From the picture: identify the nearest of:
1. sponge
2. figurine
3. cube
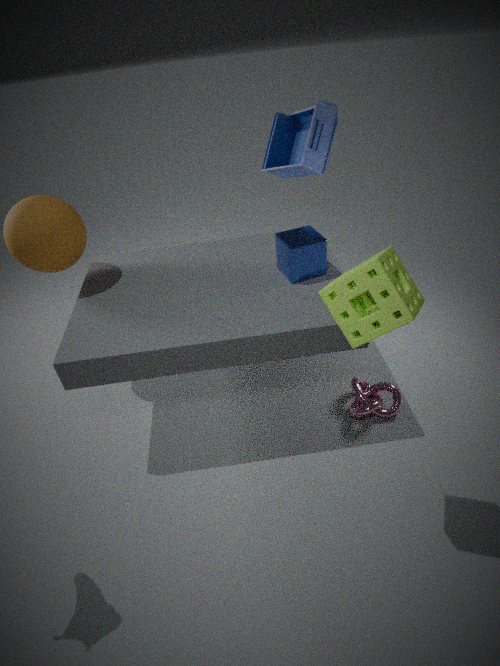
sponge
